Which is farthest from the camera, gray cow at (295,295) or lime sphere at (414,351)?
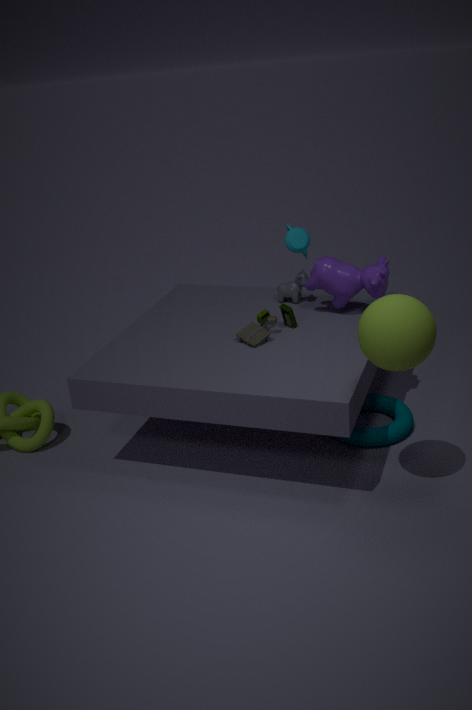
gray cow at (295,295)
